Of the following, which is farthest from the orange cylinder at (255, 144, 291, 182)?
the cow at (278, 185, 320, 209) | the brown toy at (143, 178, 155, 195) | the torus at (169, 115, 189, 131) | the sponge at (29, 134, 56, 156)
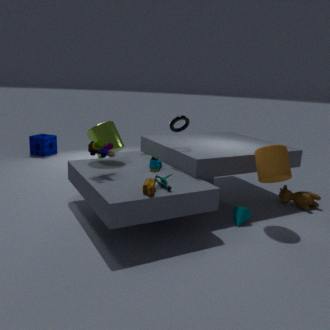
the sponge at (29, 134, 56, 156)
